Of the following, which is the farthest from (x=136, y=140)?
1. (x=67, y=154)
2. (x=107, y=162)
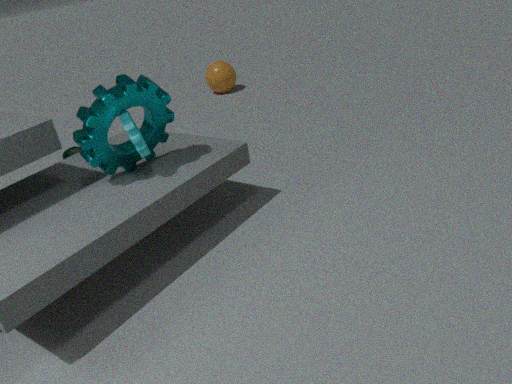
(x=67, y=154)
